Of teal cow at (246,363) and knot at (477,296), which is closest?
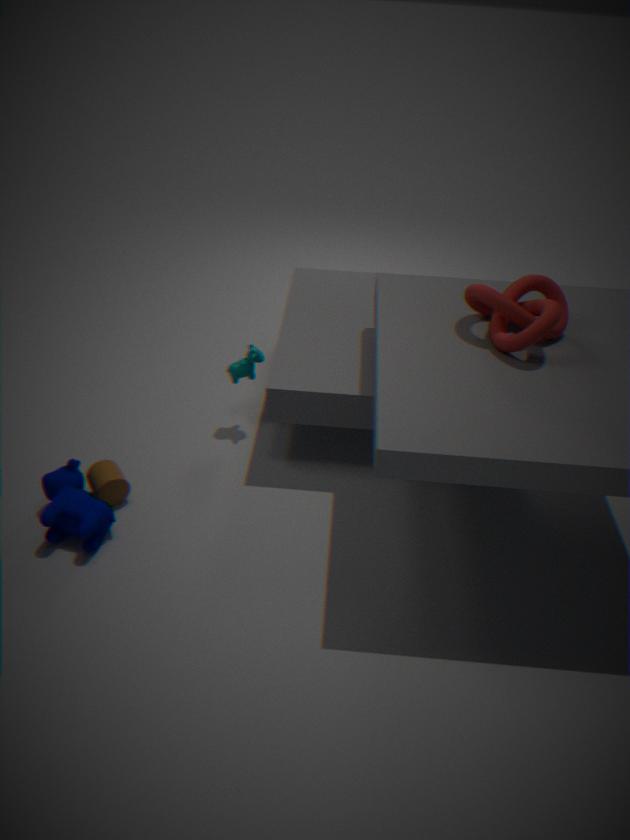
knot at (477,296)
